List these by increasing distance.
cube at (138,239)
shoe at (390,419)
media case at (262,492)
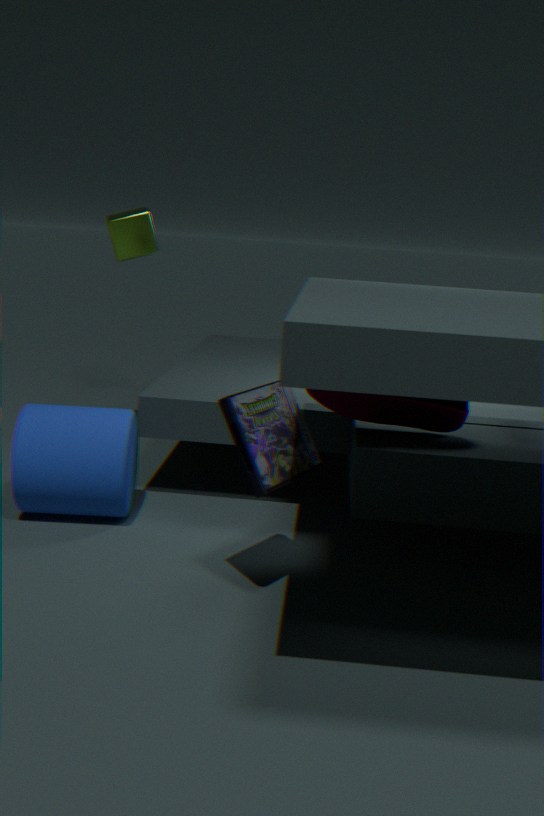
media case at (262,492), shoe at (390,419), cube at (138,239)
